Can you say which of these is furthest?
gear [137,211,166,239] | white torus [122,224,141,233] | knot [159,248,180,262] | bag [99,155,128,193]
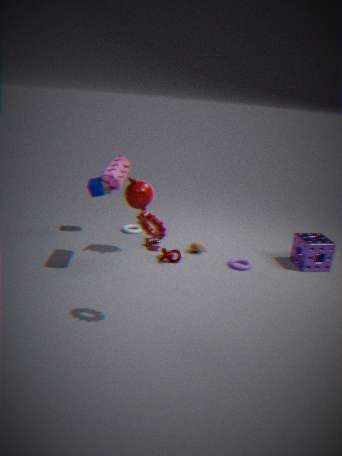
white torus [122,224,141,233]
